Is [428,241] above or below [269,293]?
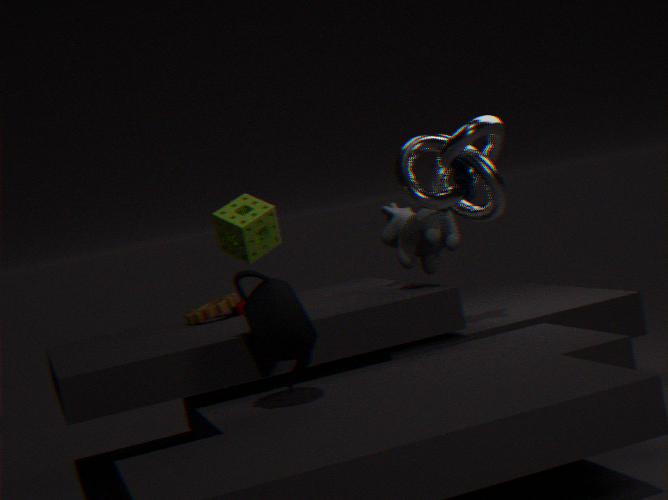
above
